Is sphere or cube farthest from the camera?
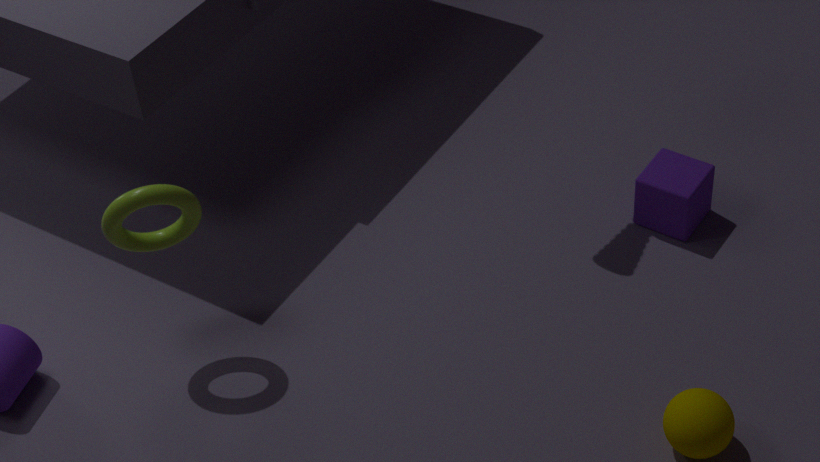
cube
